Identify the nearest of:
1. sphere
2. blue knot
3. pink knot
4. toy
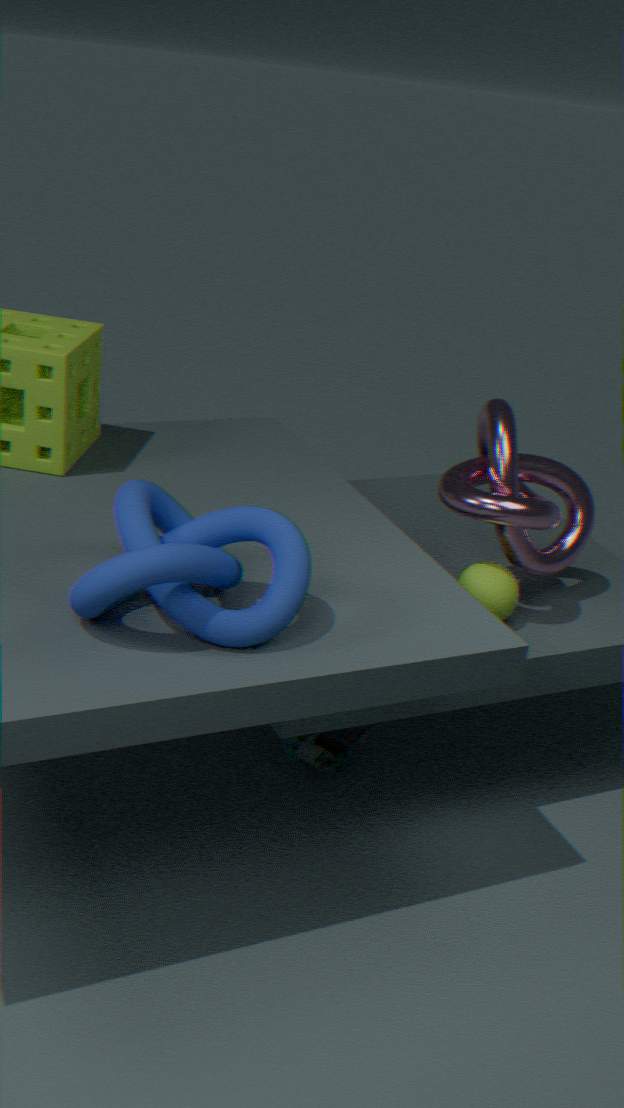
blue knot
